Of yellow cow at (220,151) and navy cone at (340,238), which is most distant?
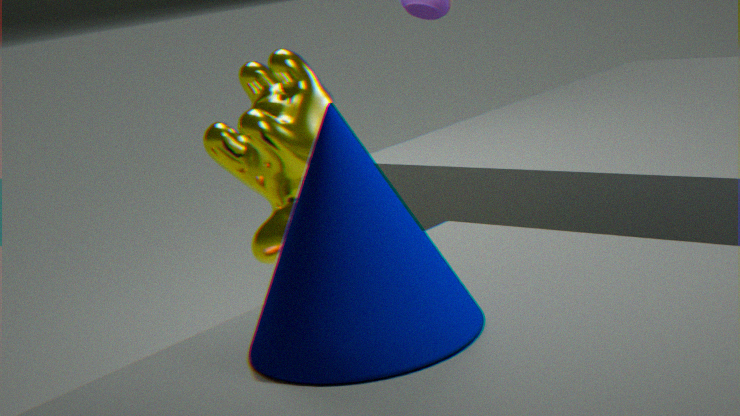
yellow cow at (220,151)
